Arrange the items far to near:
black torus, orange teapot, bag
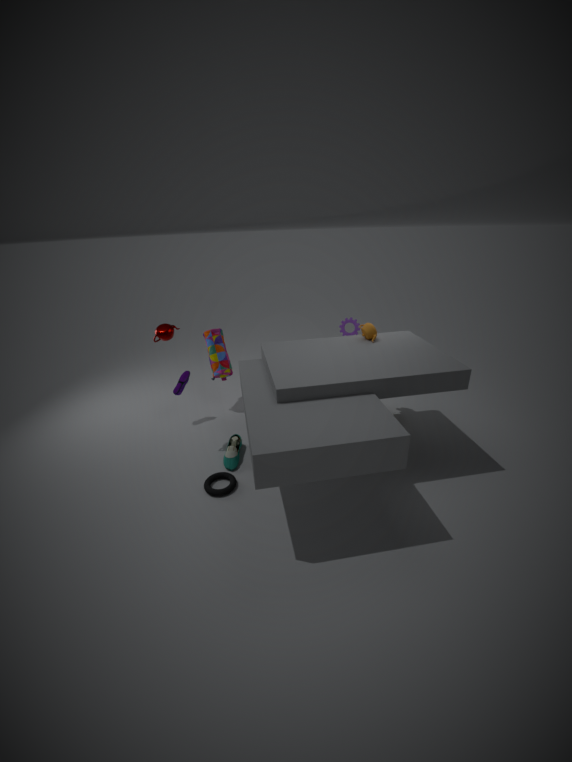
bag → orange teapot → black torus
